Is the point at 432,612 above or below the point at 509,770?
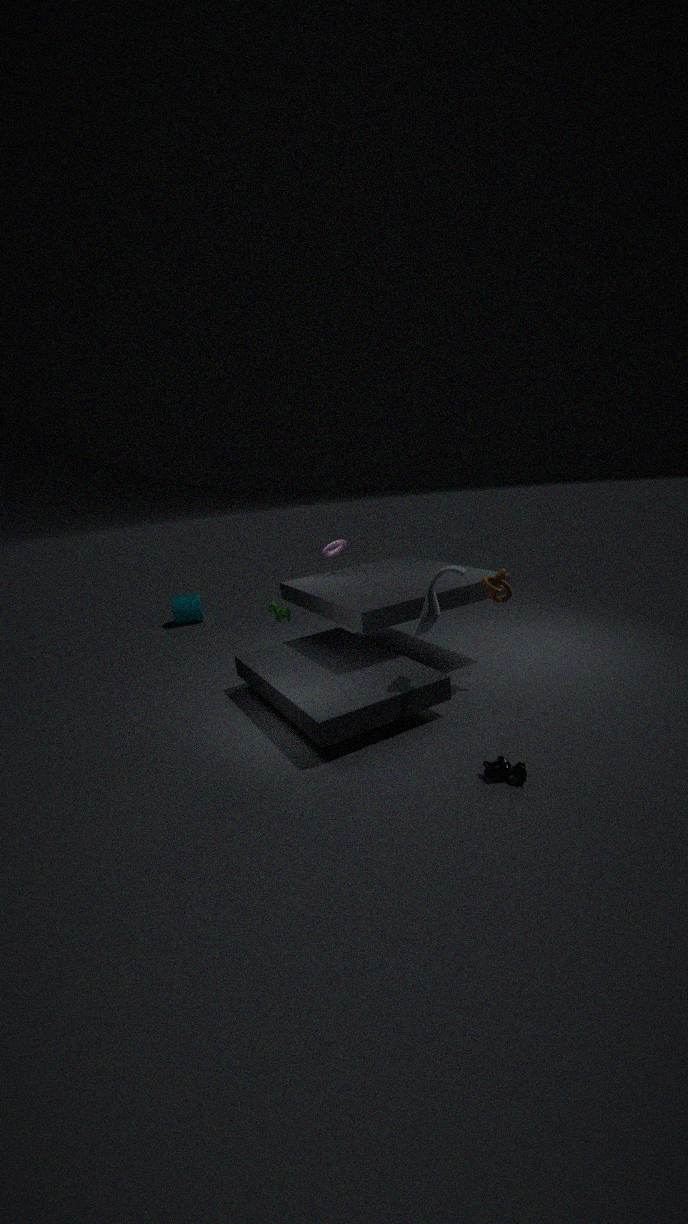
above
